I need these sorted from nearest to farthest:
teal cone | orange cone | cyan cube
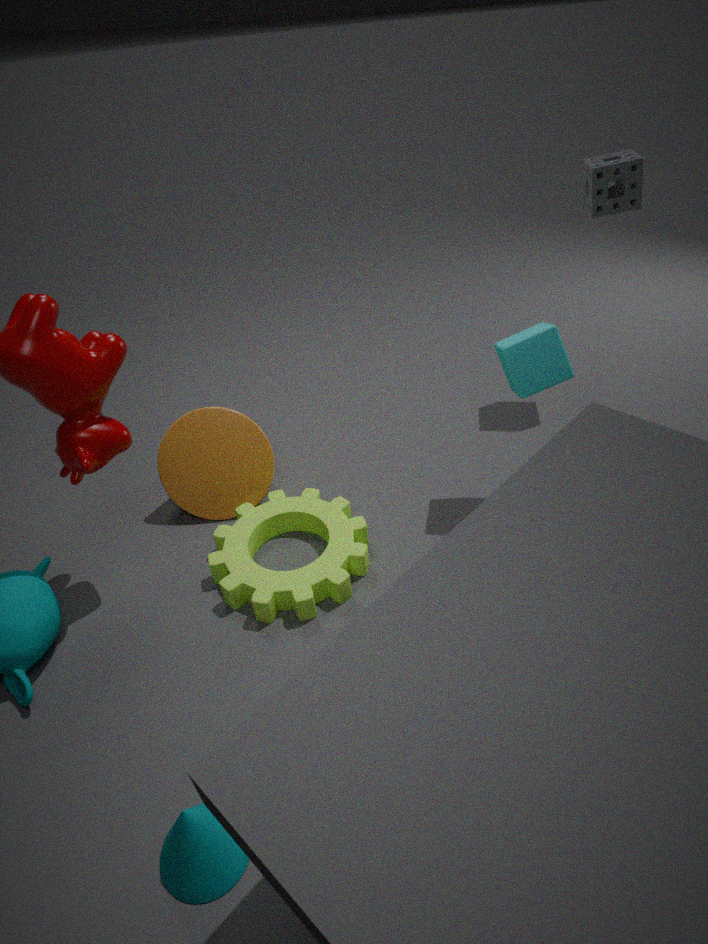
teal cone, cyan cube, orange cone
